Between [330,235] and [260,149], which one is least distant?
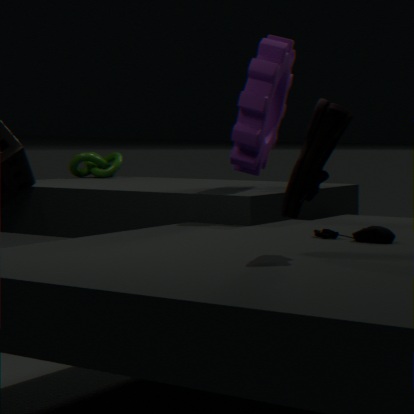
[330,235]
